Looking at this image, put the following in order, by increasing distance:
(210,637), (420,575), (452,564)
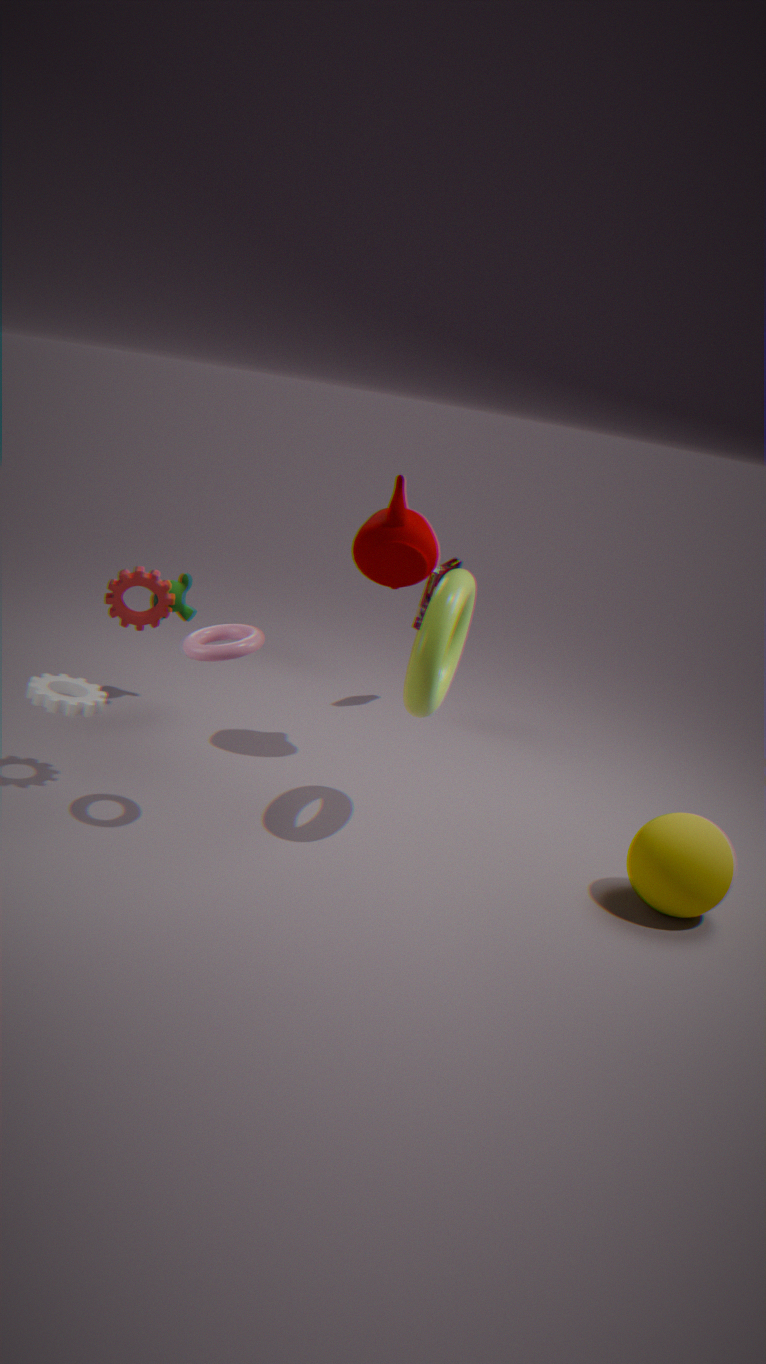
(210,637)
(420,575)
(452,564)
